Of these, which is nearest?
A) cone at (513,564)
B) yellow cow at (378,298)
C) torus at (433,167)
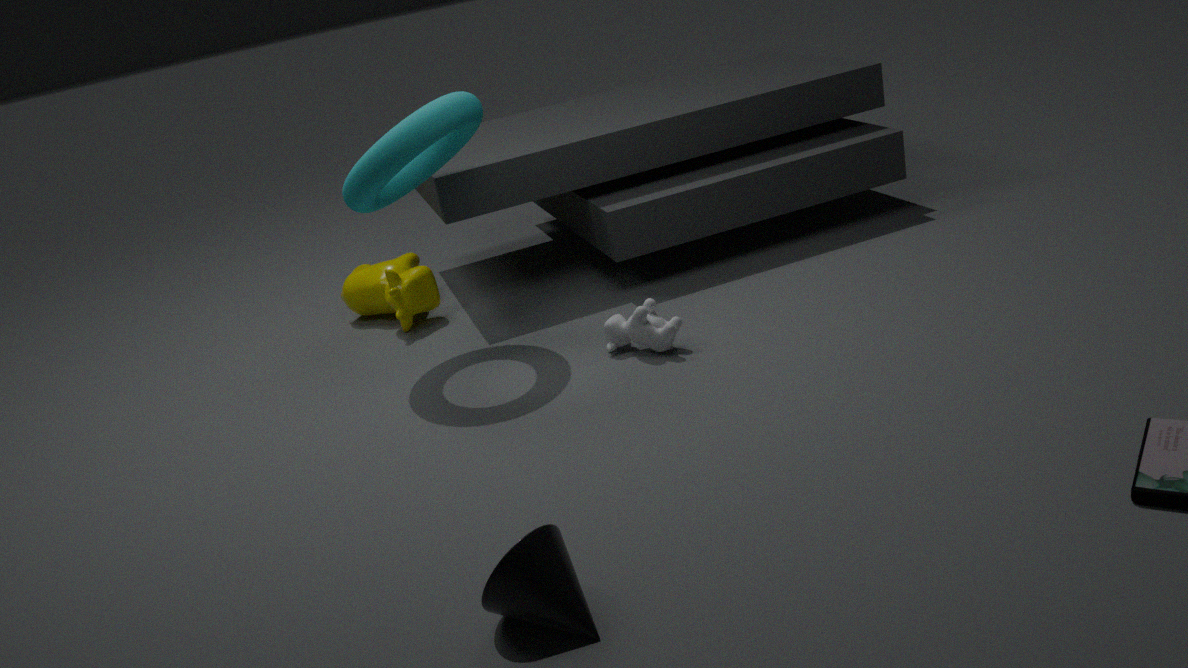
cone at (513,564)
